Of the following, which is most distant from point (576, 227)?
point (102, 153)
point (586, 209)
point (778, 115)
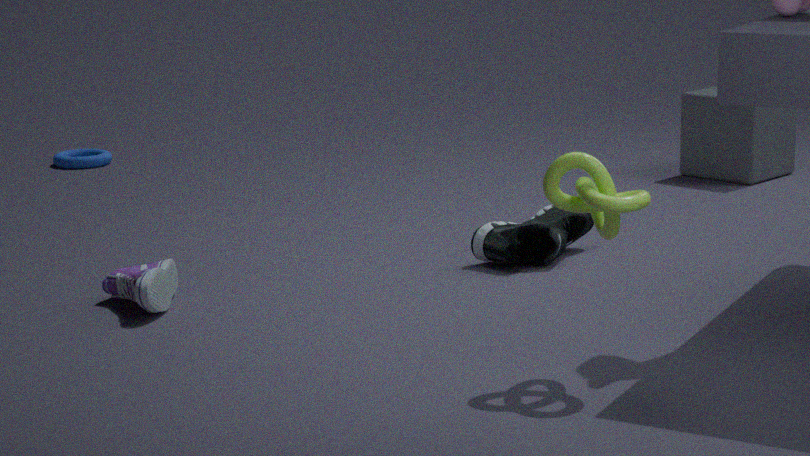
point (102, 153)
